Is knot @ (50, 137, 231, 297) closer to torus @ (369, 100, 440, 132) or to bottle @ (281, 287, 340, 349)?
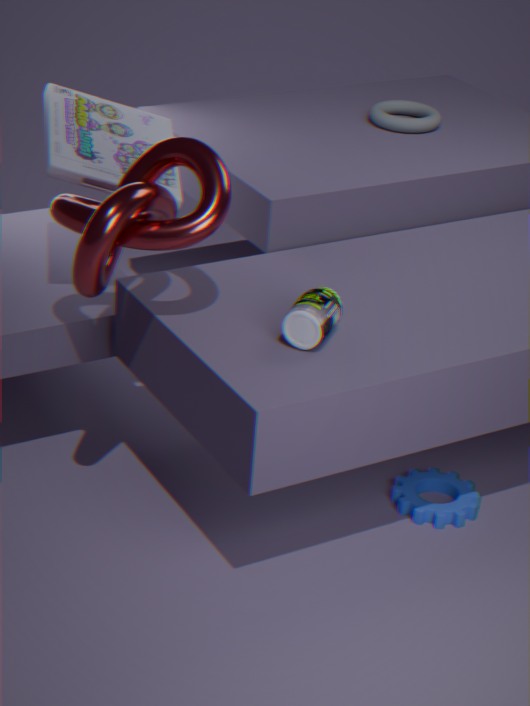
bottle @ (281, 287, 340, 349)
